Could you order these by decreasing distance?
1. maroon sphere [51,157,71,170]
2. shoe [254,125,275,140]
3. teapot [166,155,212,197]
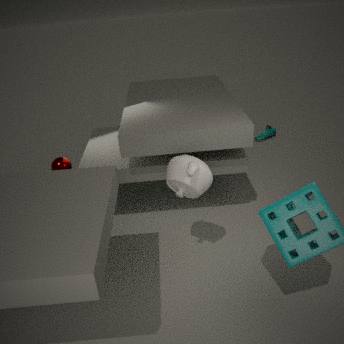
shoe [254,125,275,140] < maroon sphere [51,157,71,170] < teapot [166,155,212,197]
